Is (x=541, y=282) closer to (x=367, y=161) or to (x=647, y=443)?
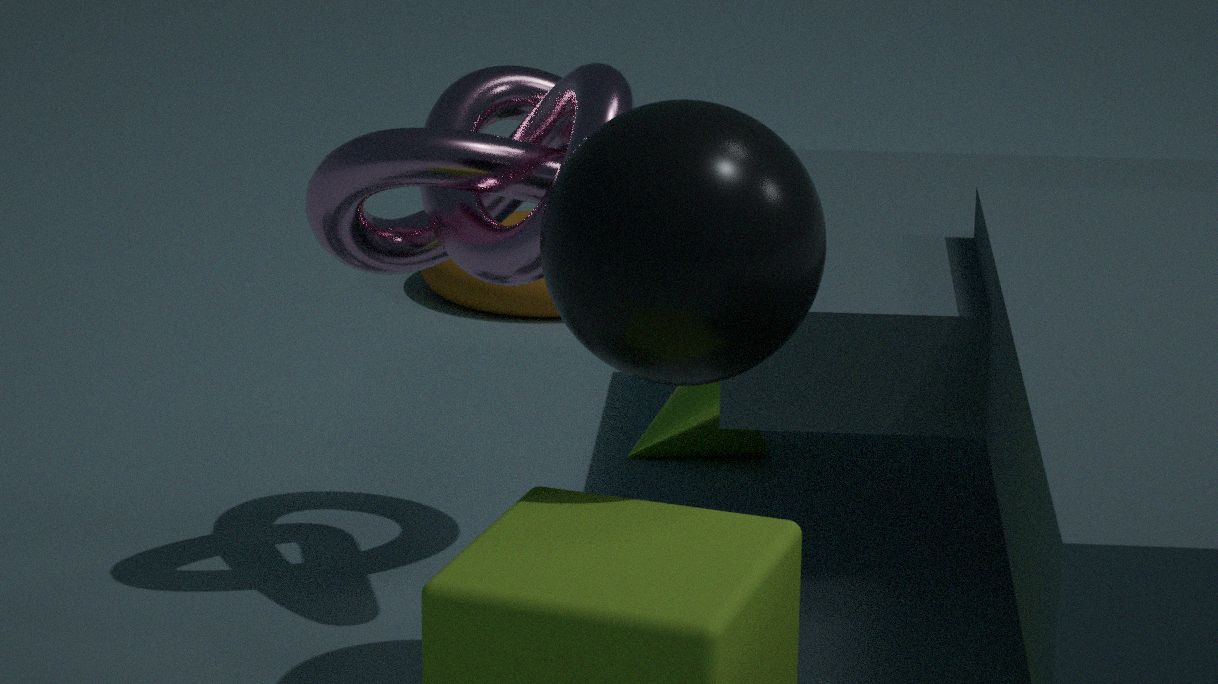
(x=647, y=443)
